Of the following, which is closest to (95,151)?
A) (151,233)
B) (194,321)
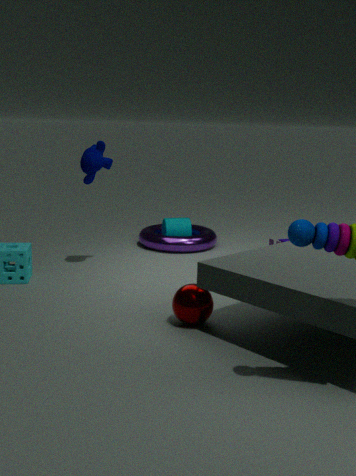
(151,233)
